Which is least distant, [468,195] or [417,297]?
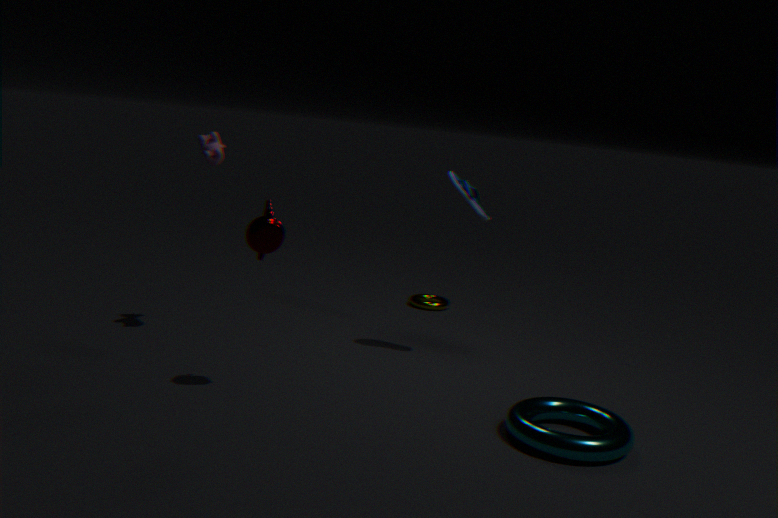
[468,195]
